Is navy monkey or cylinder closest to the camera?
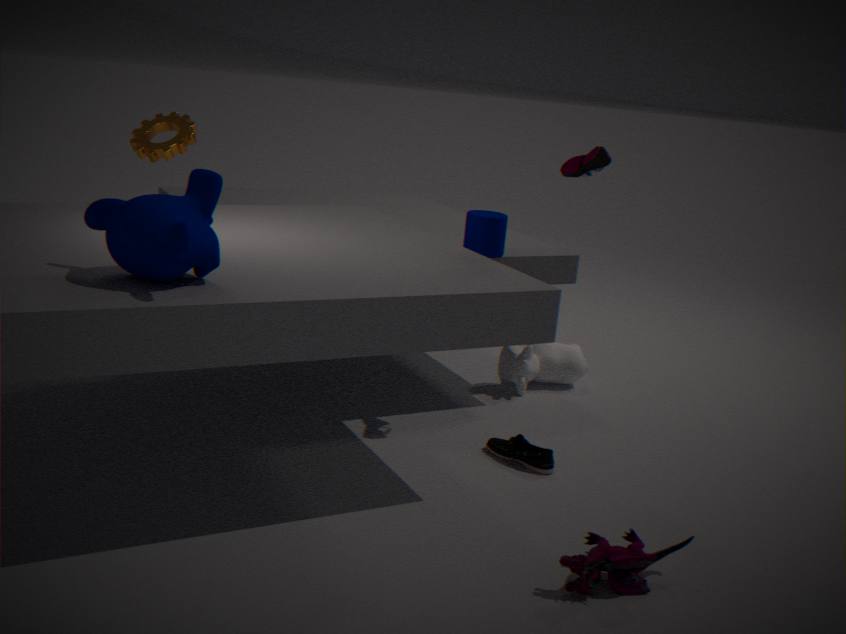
navy monkey
